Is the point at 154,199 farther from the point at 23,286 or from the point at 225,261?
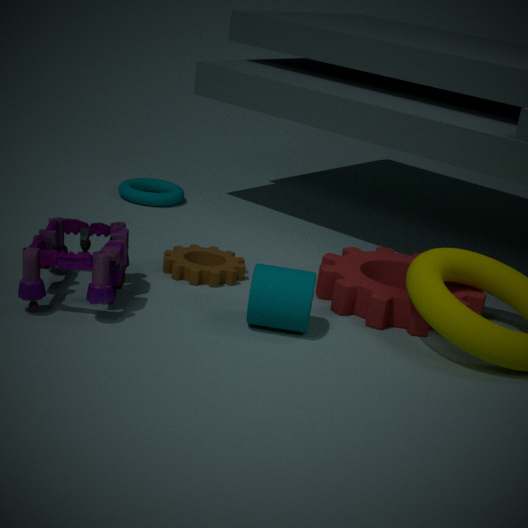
the point at 23,286
